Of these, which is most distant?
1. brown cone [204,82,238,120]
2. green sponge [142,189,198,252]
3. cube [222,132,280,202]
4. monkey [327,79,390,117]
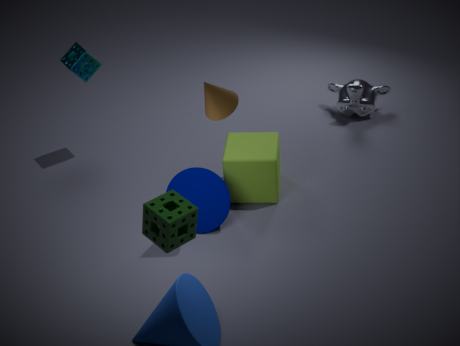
monkey [327,79,390,117]
